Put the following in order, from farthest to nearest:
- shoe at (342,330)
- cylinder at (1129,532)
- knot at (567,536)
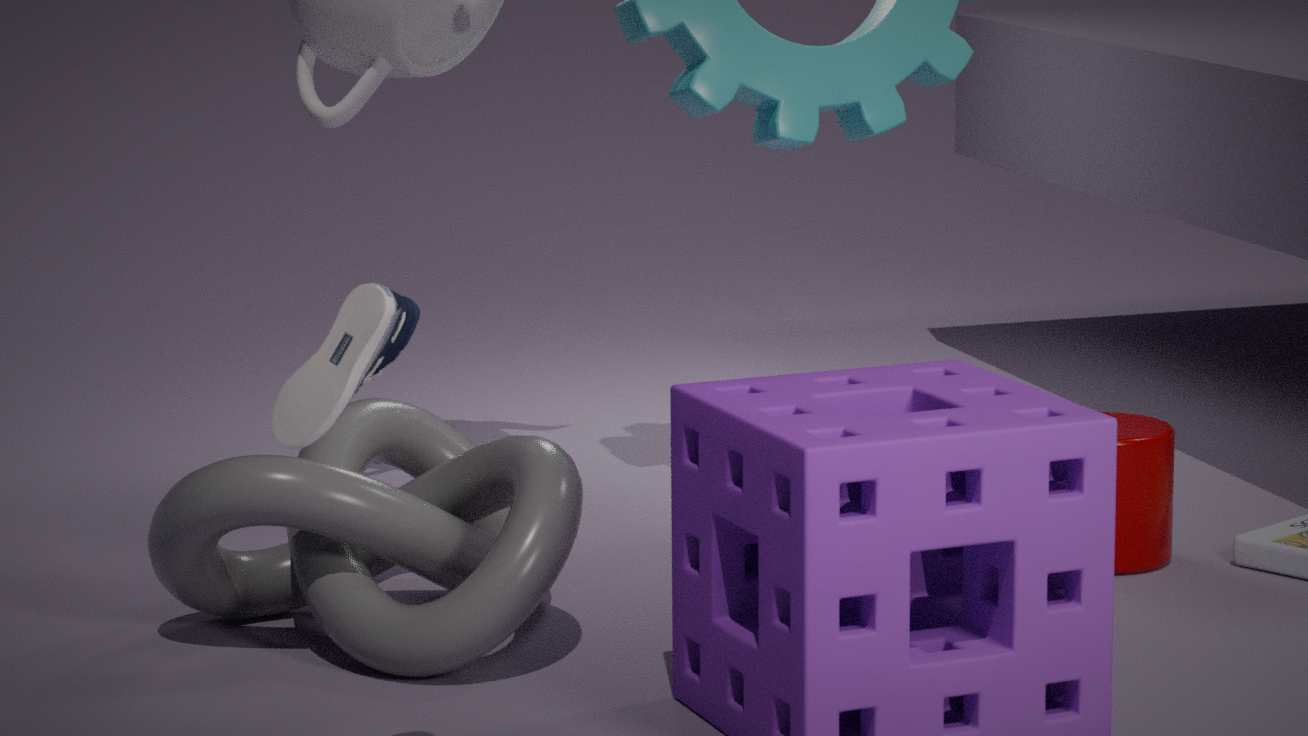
1. cylinder at (1129,532)
2. knot at (567,536)
3. shoe at (342,330)
